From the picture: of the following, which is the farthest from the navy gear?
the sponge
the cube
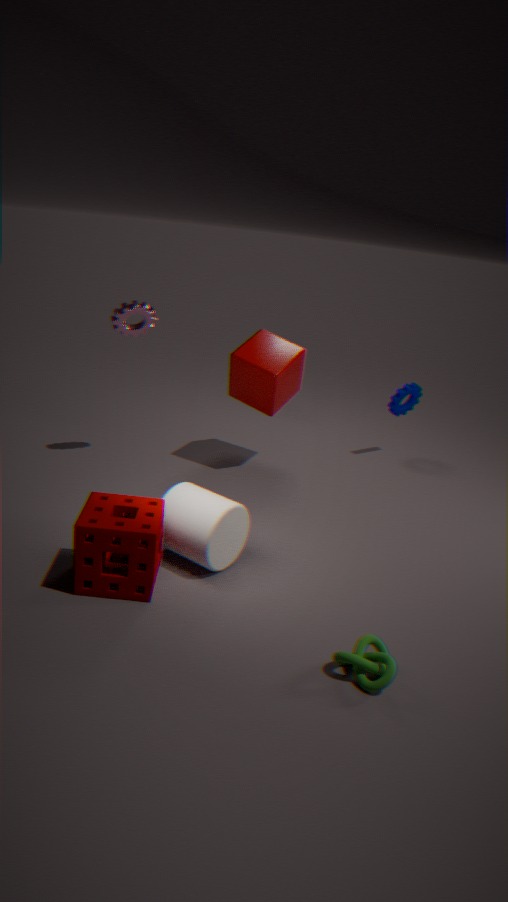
the sponge
